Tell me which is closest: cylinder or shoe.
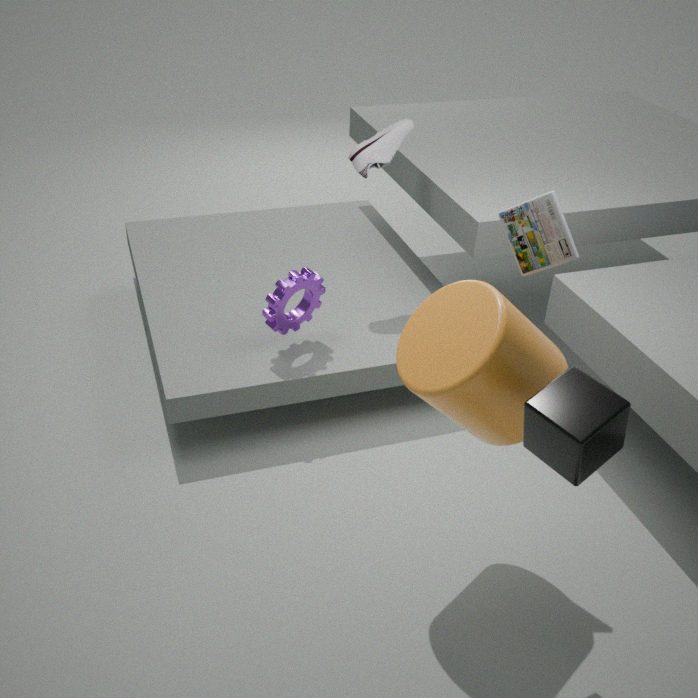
cylinder
